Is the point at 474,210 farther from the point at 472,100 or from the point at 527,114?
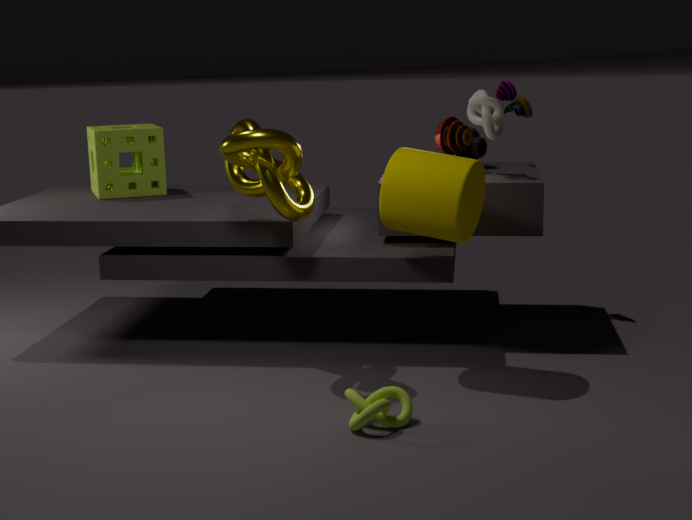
the point at 527,114
